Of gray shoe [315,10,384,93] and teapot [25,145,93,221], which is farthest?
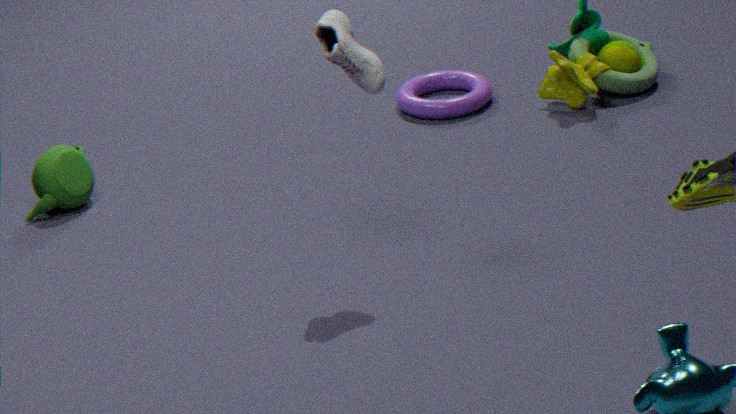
teapot [25,145,93,221]
